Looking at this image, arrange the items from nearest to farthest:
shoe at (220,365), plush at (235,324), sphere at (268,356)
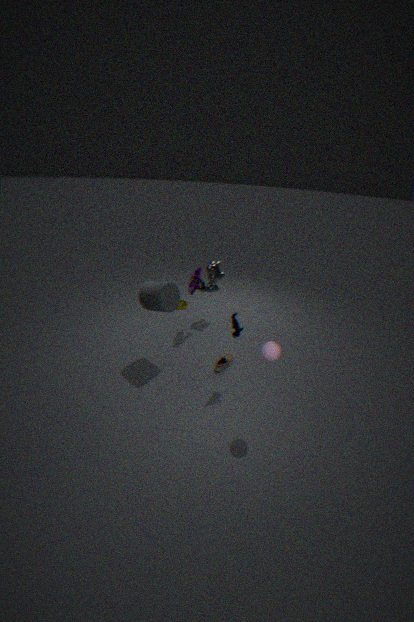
sphere at (268,356) < plush at (235,324) < shoe at (220,365)
